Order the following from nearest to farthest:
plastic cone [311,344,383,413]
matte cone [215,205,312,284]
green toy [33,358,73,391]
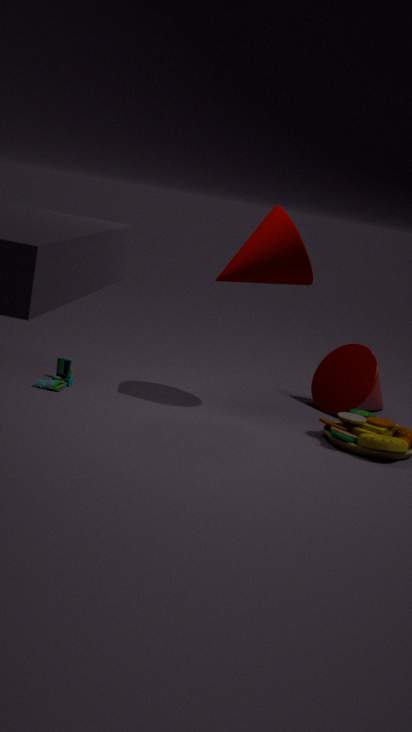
matte cone [215,205,312,284] → green toy [33,358,73,391] → plastic cone [311,344,383,413]
